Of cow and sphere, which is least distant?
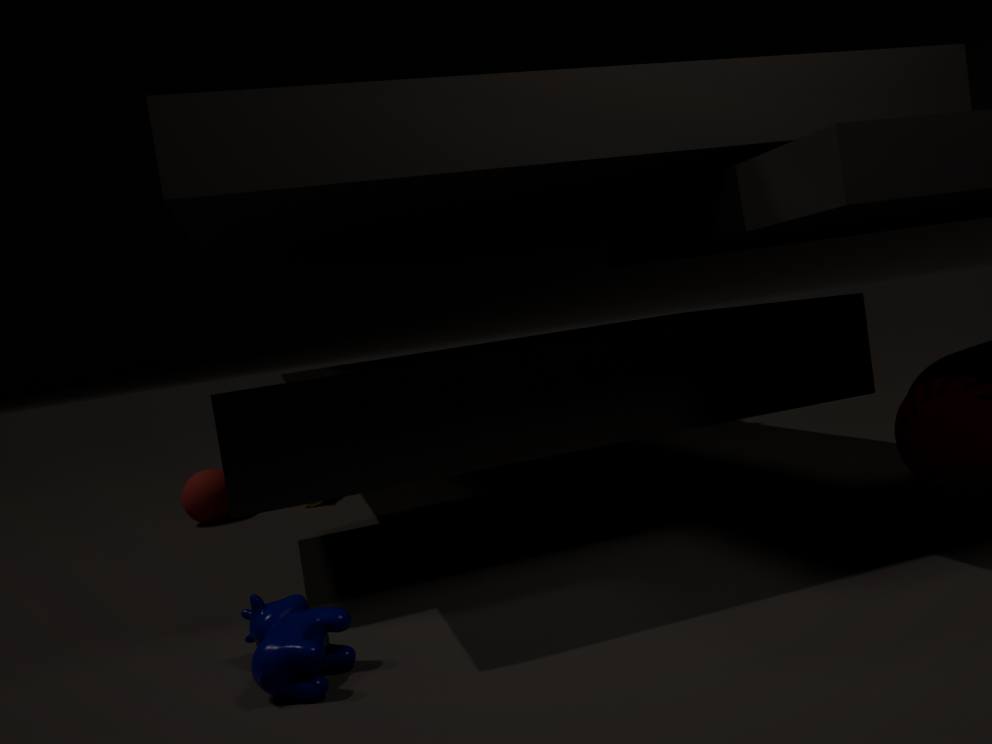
cow
